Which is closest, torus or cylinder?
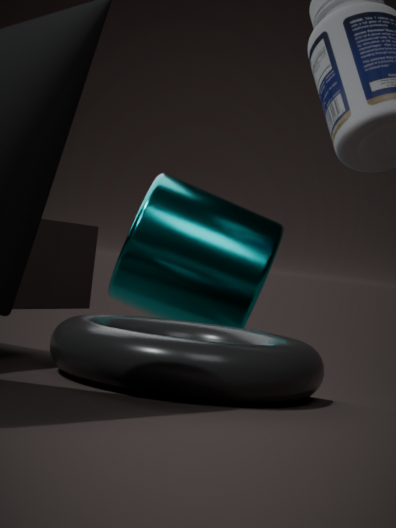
torus
